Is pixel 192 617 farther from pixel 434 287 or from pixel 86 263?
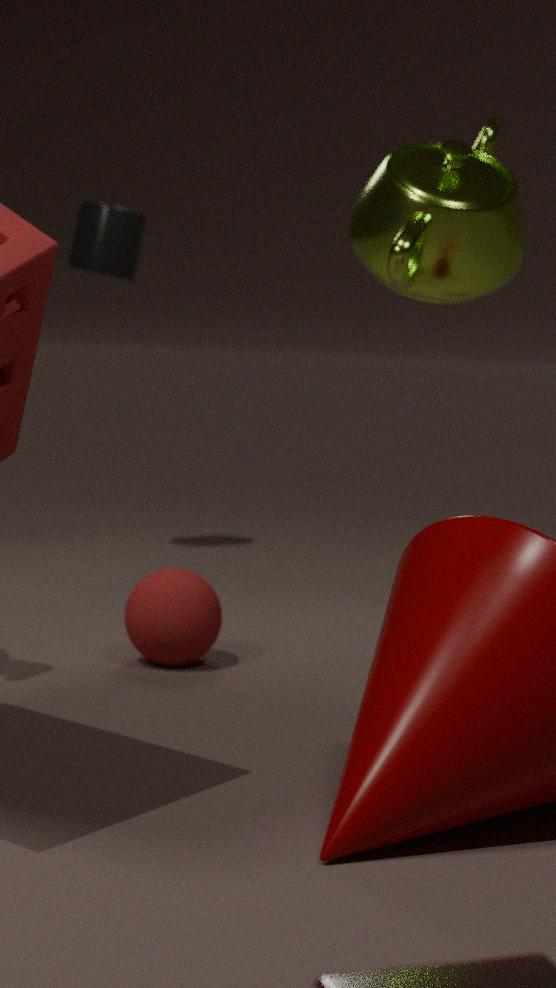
pixel 86 263
